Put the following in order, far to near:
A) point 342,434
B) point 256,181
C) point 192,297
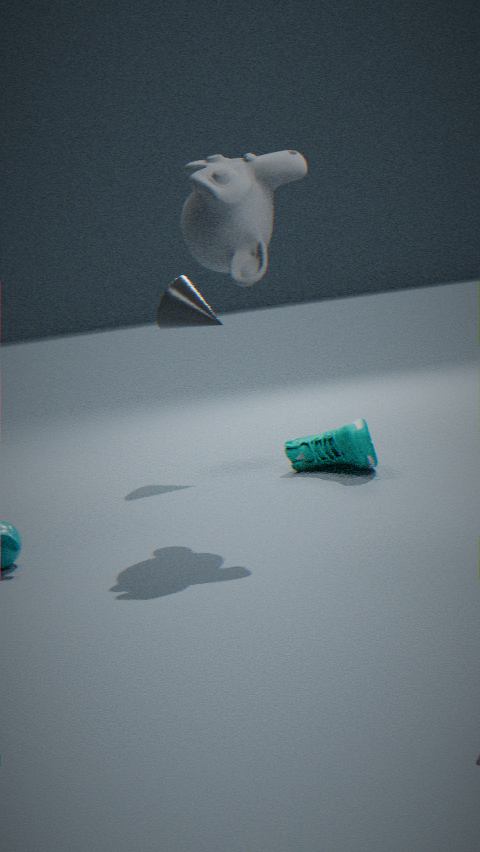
point 192,297, point 342,434, point 256,181
